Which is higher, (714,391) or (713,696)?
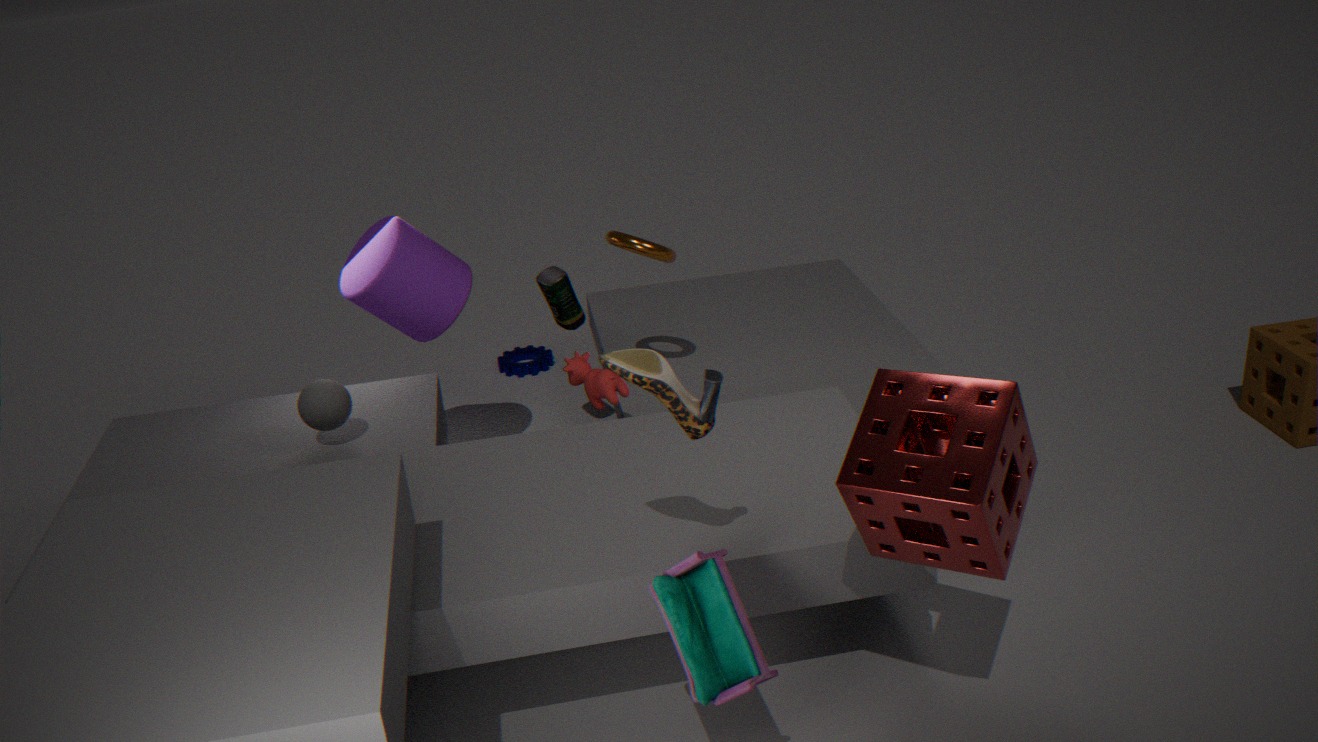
(714,391)
